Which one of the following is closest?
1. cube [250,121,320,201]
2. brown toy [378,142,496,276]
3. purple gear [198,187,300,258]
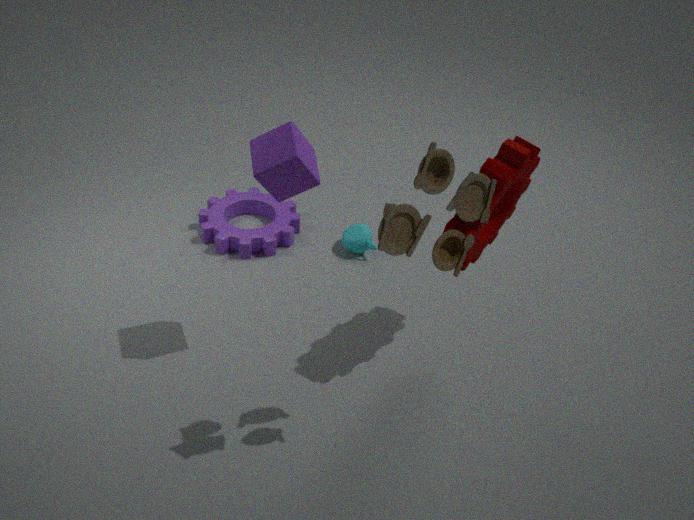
brown toy [378,142,496,276]
